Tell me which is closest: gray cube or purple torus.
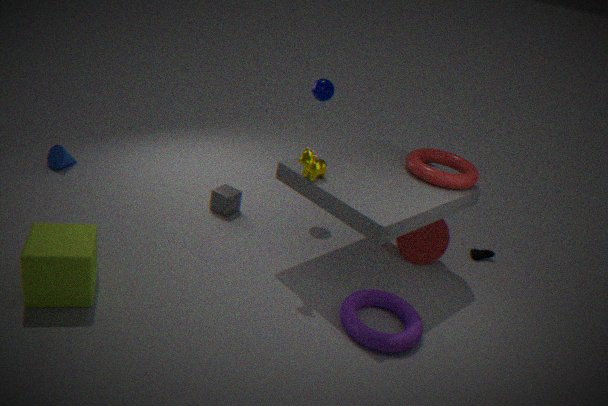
purple torus
